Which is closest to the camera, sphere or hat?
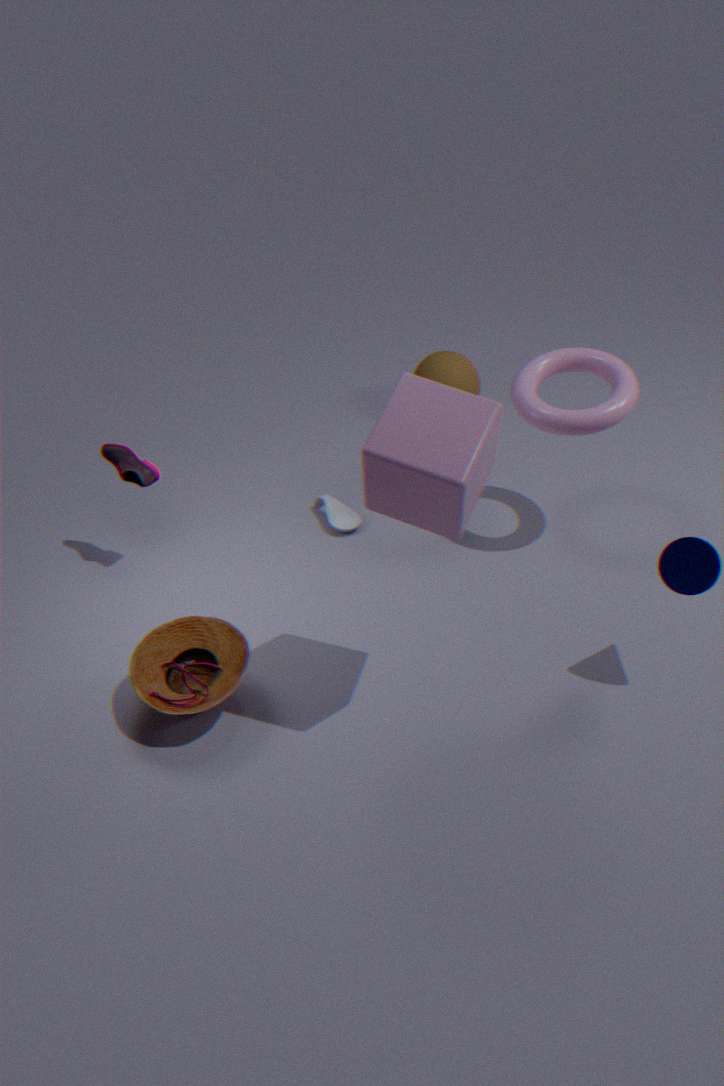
hat
